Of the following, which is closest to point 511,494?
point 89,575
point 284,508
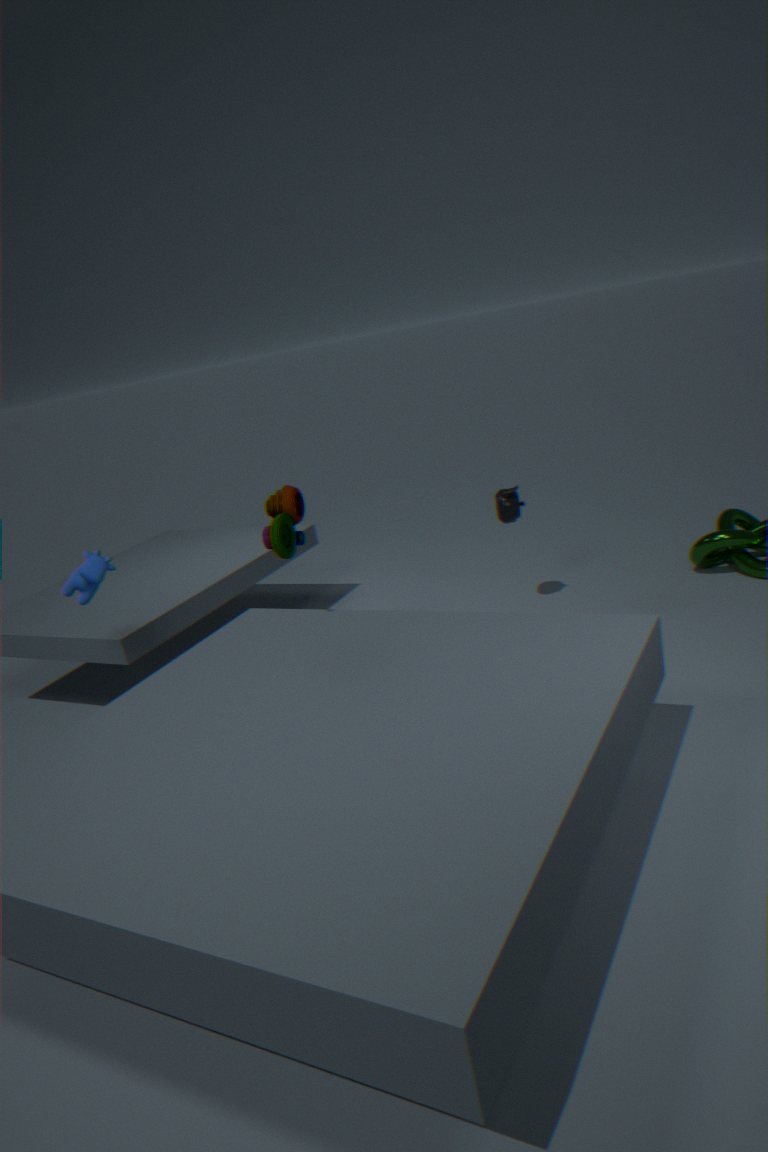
point 284,508
